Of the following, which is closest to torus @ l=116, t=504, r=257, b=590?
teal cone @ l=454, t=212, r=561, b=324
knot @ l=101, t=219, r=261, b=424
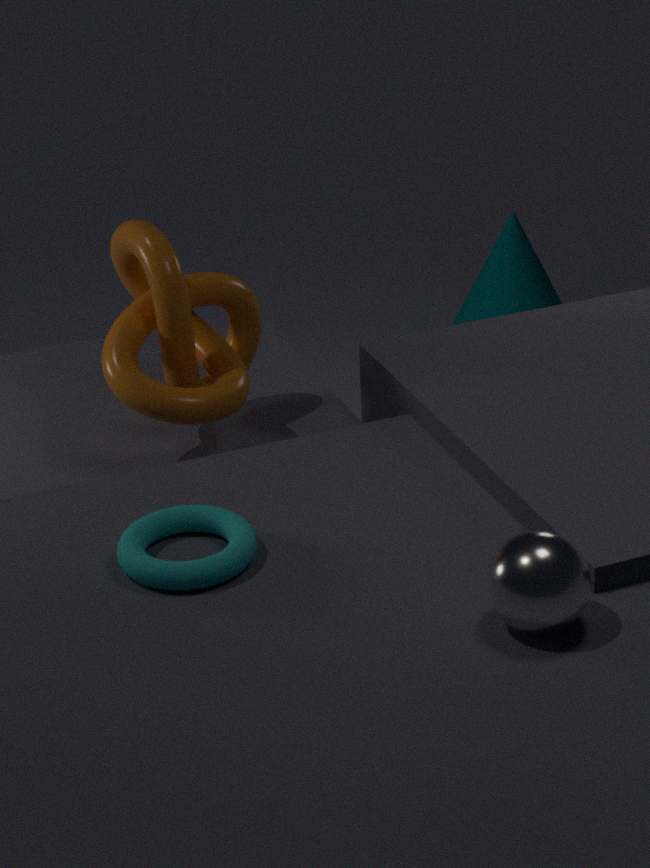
knot @ l=101, t=219, r=261, b=424
